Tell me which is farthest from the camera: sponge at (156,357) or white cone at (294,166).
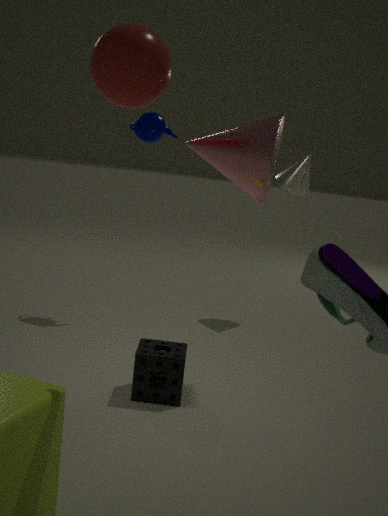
white cone at (294,166)
